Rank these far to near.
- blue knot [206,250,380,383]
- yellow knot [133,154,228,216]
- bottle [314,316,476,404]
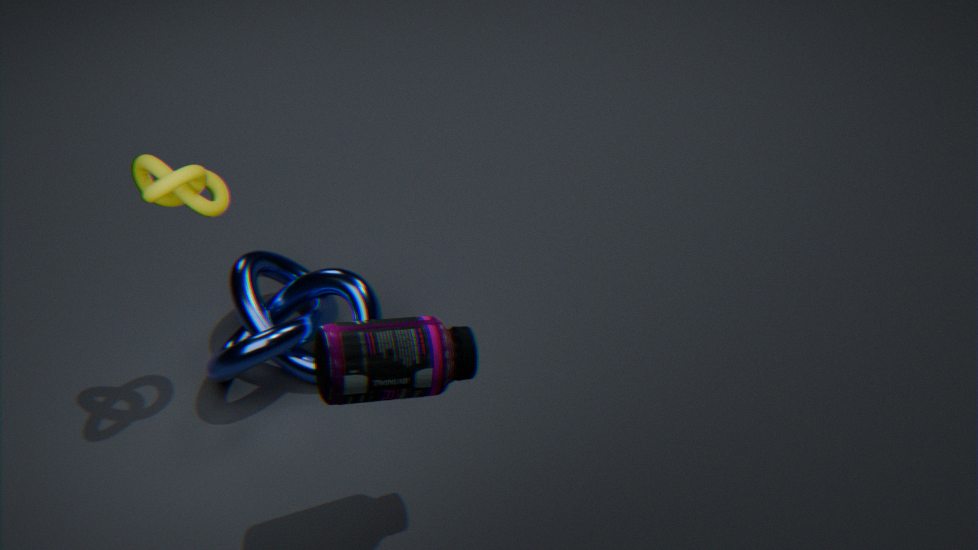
blue knot [206,250,380,383], yellow knot [133,154,228,216], bottle [314,316,476,404]
